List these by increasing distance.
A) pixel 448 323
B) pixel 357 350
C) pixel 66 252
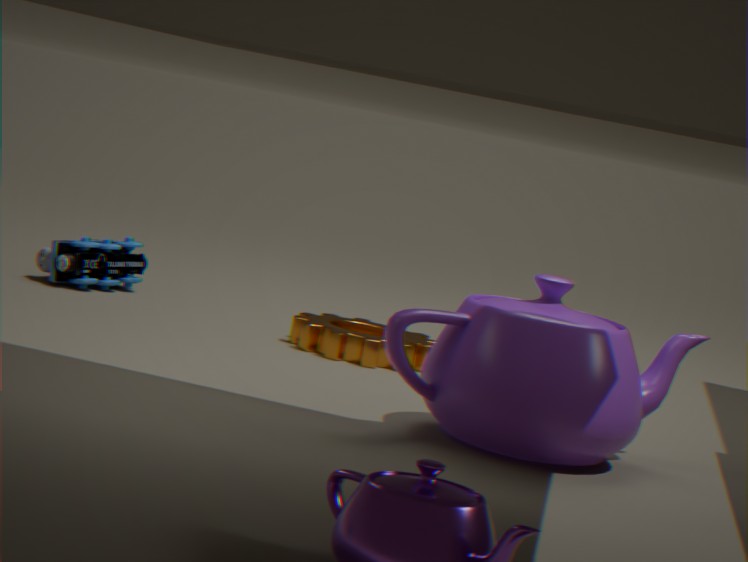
1. pixel 448 323
2. pixel 357 350
3. pixel 66 252
